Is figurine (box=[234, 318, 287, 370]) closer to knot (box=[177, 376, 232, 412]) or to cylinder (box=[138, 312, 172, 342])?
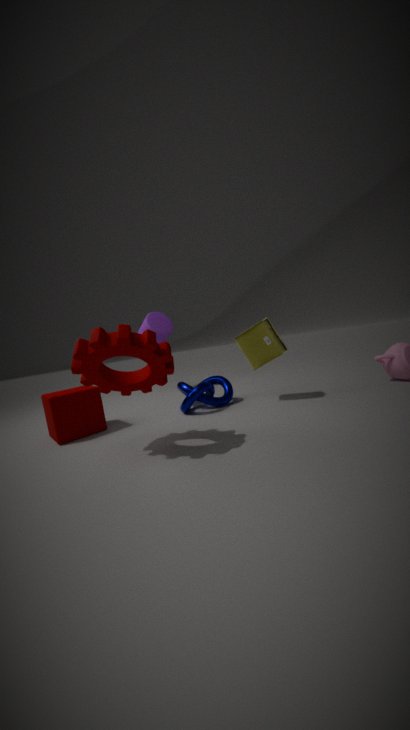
knot (box=[177, 376, 232, 412])
